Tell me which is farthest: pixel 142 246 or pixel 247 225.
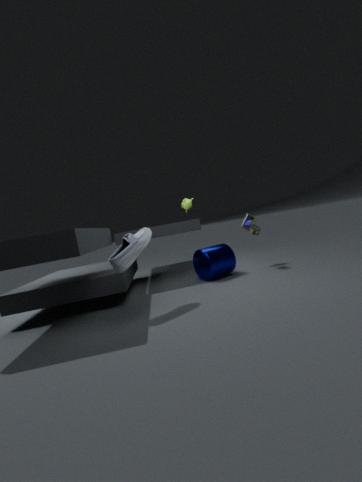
pixel 247 225
